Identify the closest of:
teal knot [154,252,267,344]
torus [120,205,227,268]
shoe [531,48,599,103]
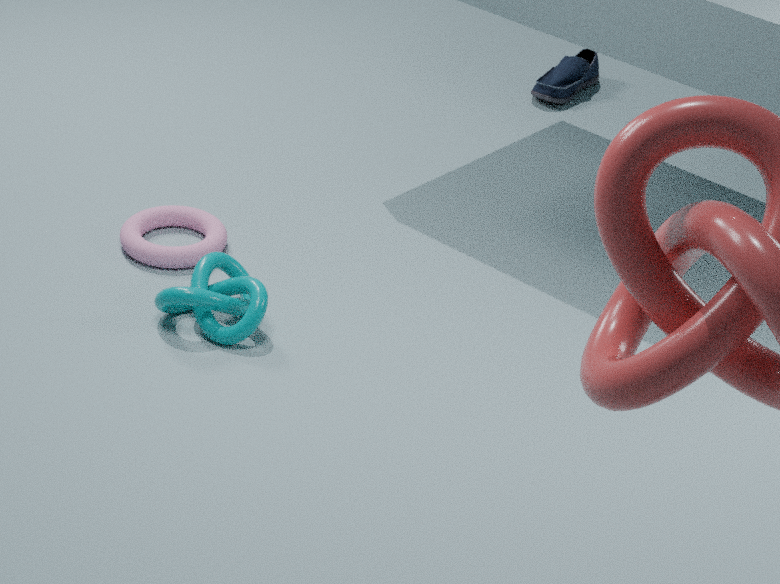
teal knot [154,252,267,344]
